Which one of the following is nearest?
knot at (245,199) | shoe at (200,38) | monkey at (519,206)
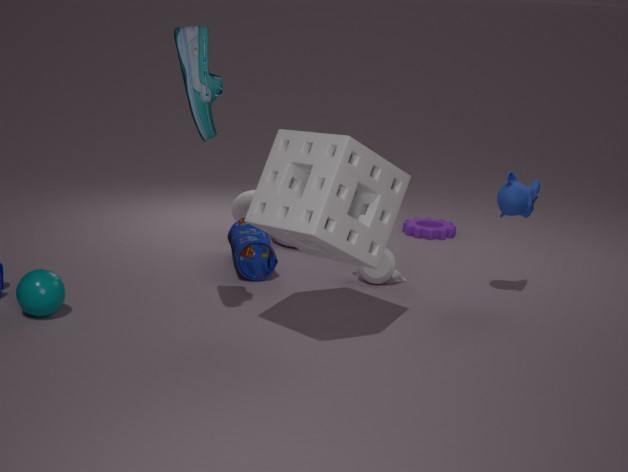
shoe at (200,38)
